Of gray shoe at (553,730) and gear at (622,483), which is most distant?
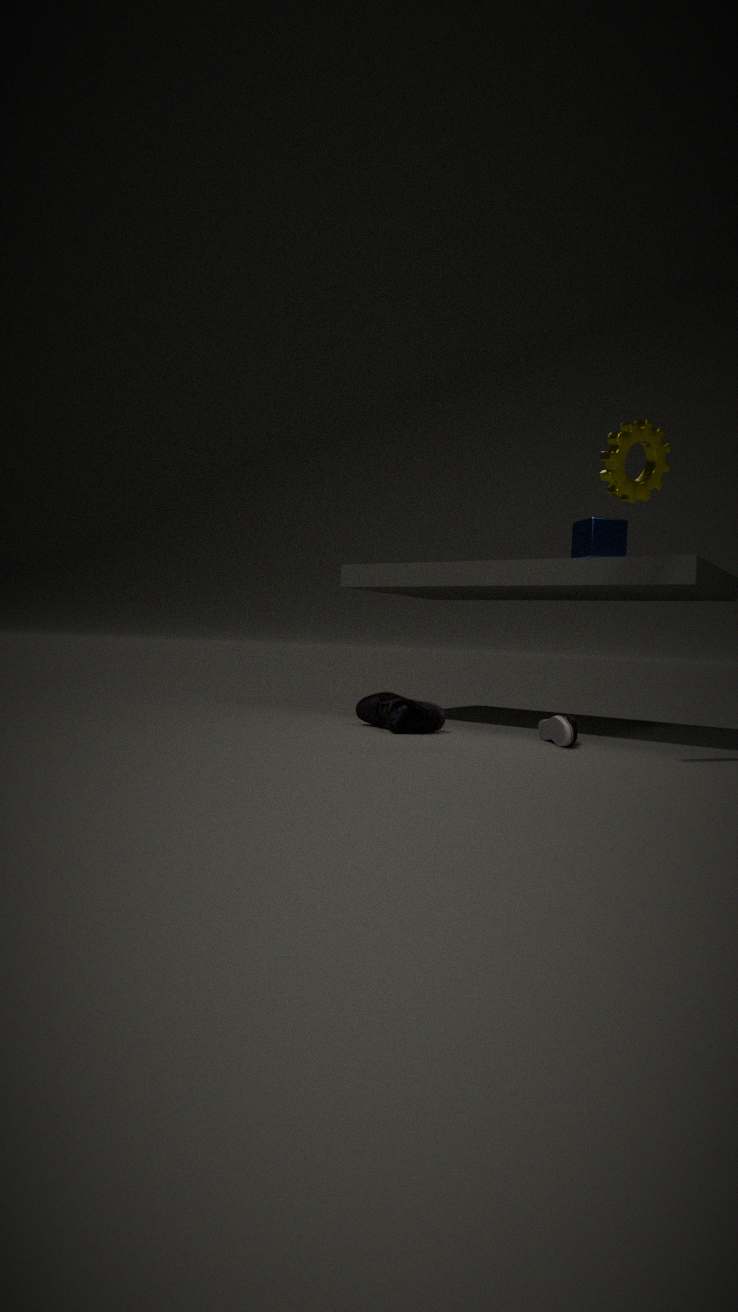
gray shoe at (553,730)
